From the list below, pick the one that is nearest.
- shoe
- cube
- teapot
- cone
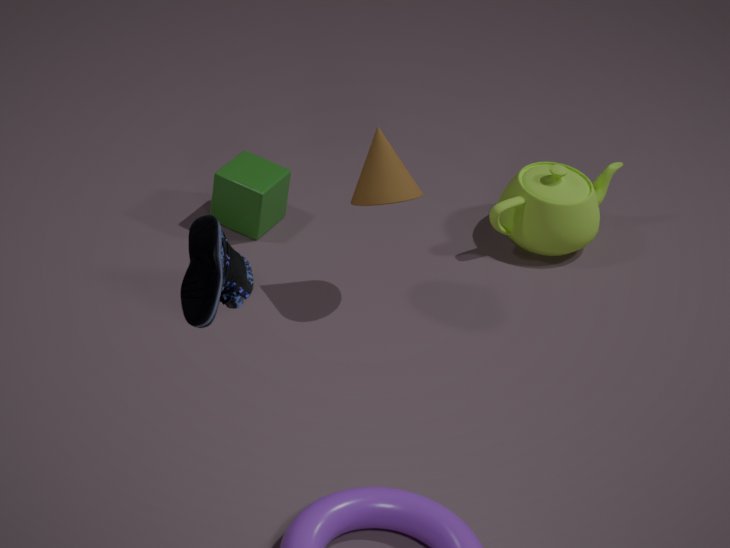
shoe
